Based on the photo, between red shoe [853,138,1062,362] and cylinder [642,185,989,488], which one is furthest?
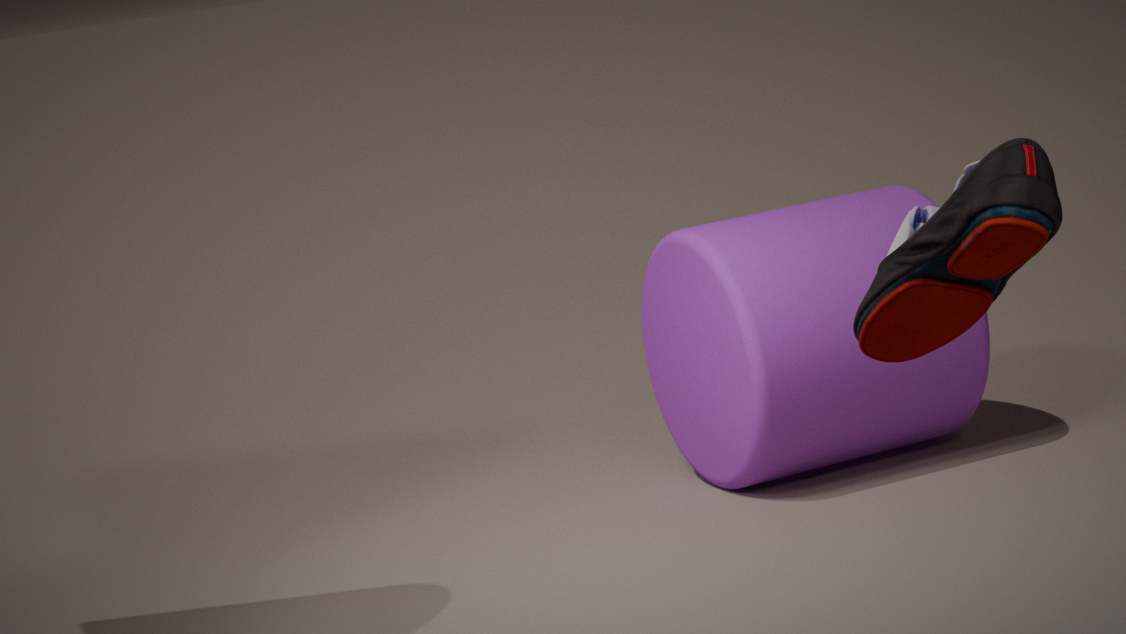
cylinder [642,185,989,488]
